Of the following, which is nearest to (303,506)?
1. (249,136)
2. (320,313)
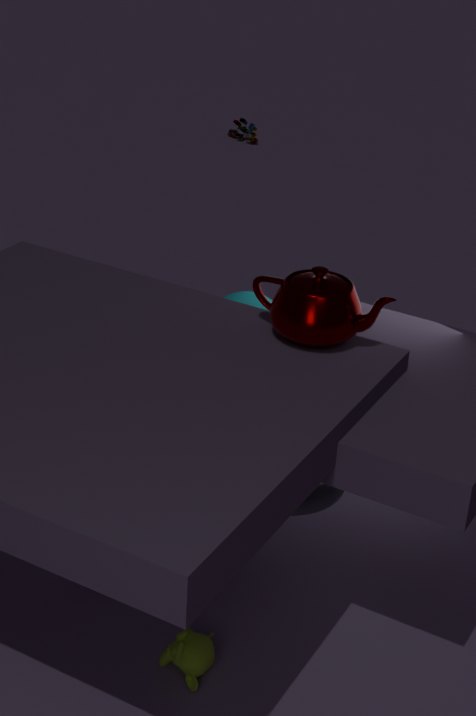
(320,313)
